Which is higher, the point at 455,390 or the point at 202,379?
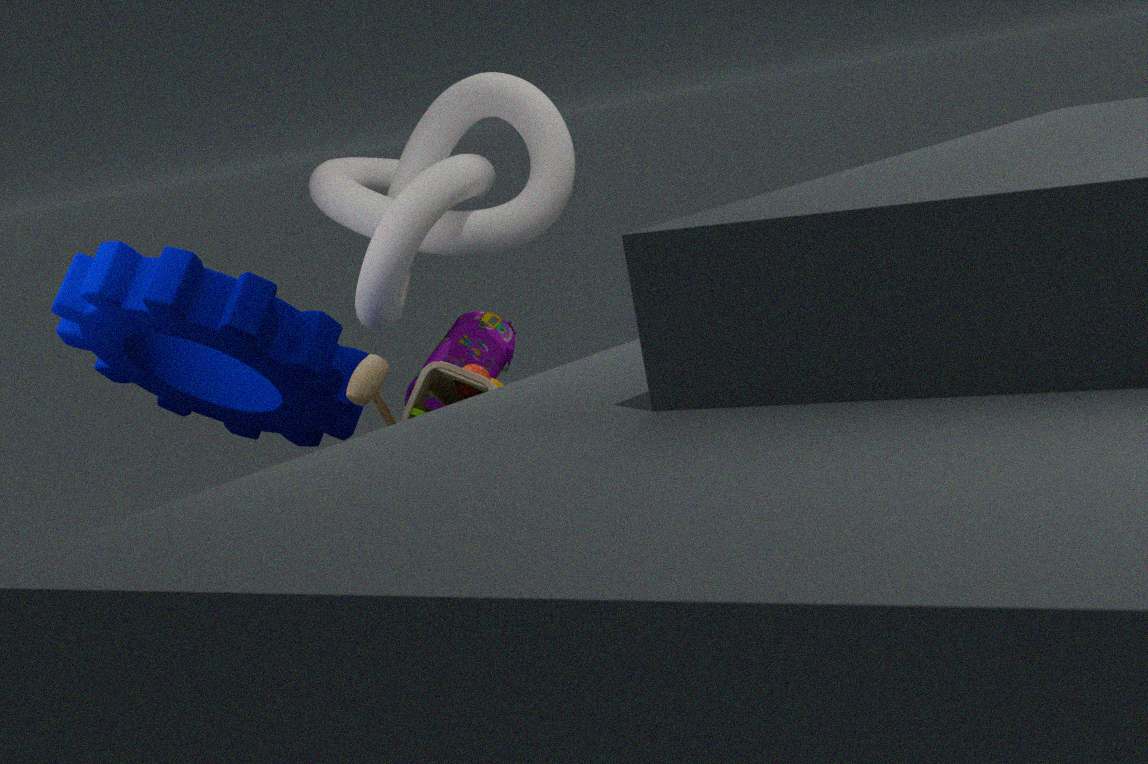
the point at 202,379
